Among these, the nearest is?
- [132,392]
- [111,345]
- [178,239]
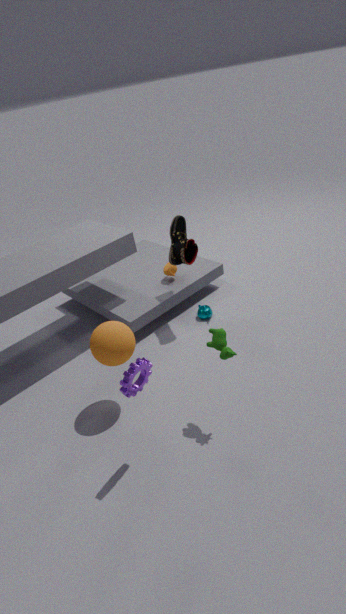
[132,392]
